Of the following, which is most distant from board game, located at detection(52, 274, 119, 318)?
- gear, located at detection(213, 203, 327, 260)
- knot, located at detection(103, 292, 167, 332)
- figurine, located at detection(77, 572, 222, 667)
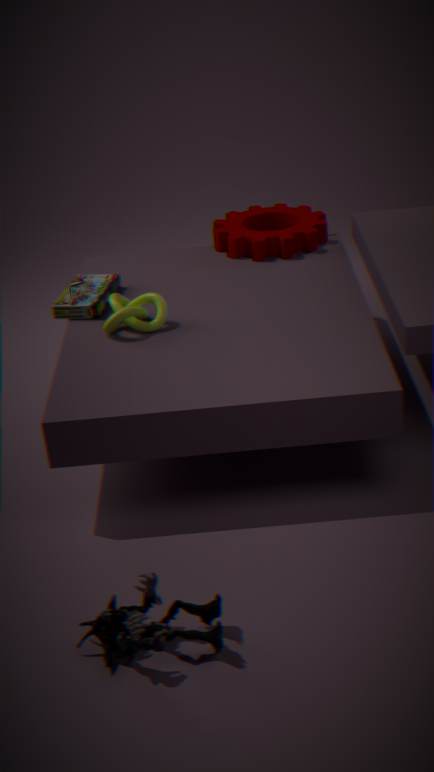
figurine, located at detection(77, 572, 222, 667)
